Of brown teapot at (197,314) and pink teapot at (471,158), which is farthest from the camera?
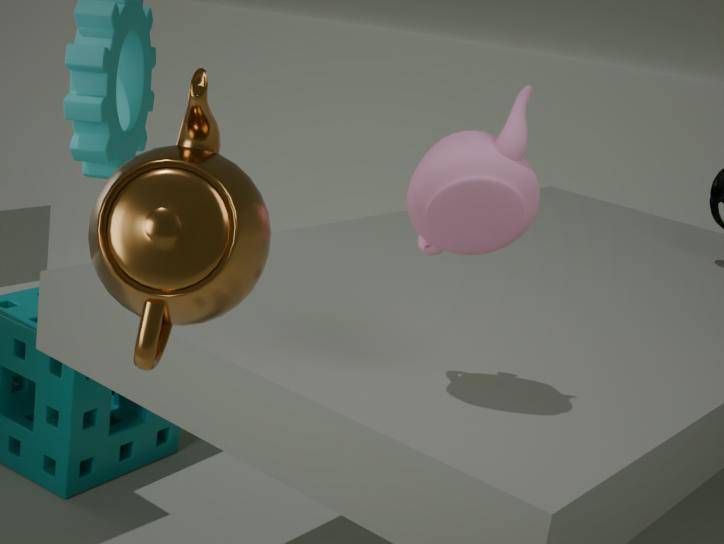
pink teapot at (471,158)
